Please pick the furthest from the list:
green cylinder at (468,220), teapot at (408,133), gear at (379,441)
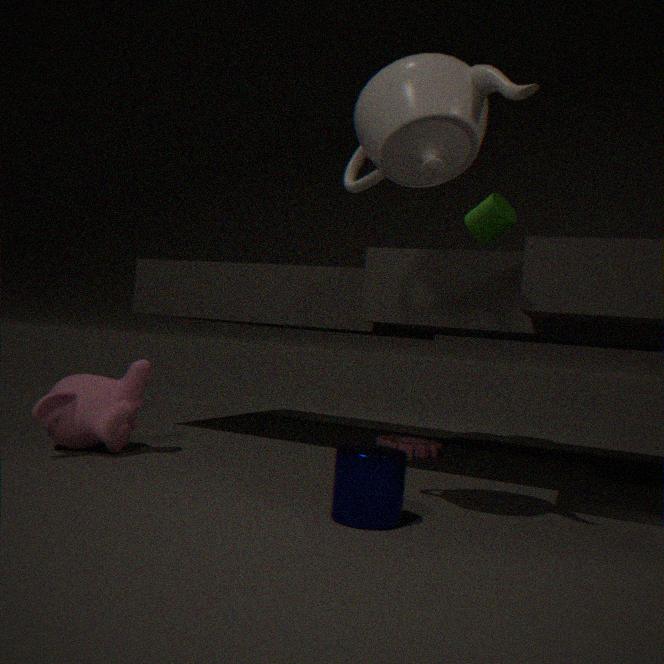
green cylinder at (468,220)
